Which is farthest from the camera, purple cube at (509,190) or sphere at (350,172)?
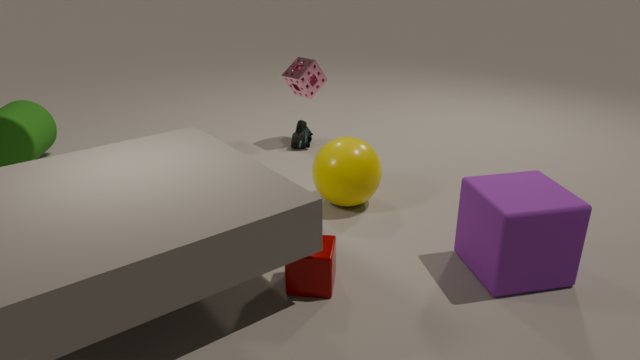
sphere at (350,172)
